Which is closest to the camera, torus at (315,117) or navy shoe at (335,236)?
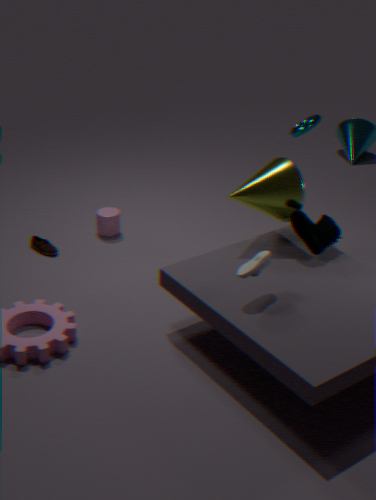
navy shoe at (335,236)
